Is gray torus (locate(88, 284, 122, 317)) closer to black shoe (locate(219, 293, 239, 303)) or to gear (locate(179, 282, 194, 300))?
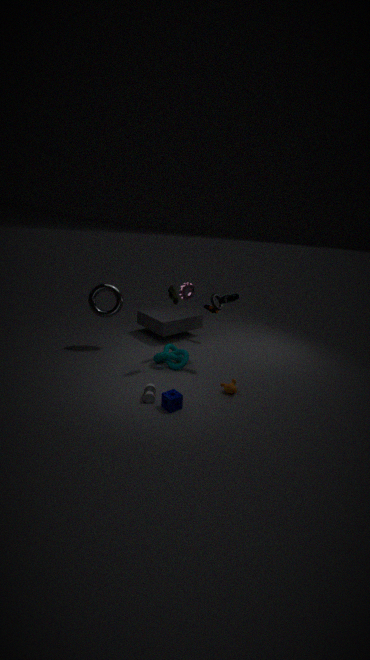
gear (locate(179, 282, 194, 300))
